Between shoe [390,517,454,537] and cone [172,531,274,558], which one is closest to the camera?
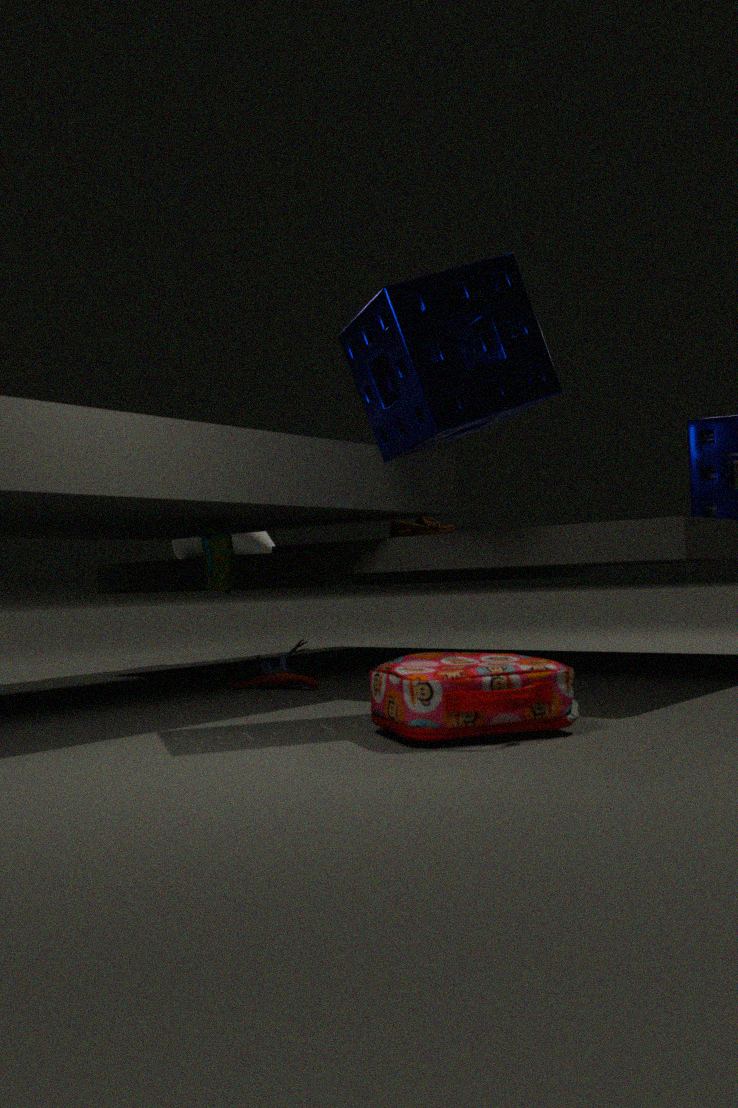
shoe [390,517,454,537]
